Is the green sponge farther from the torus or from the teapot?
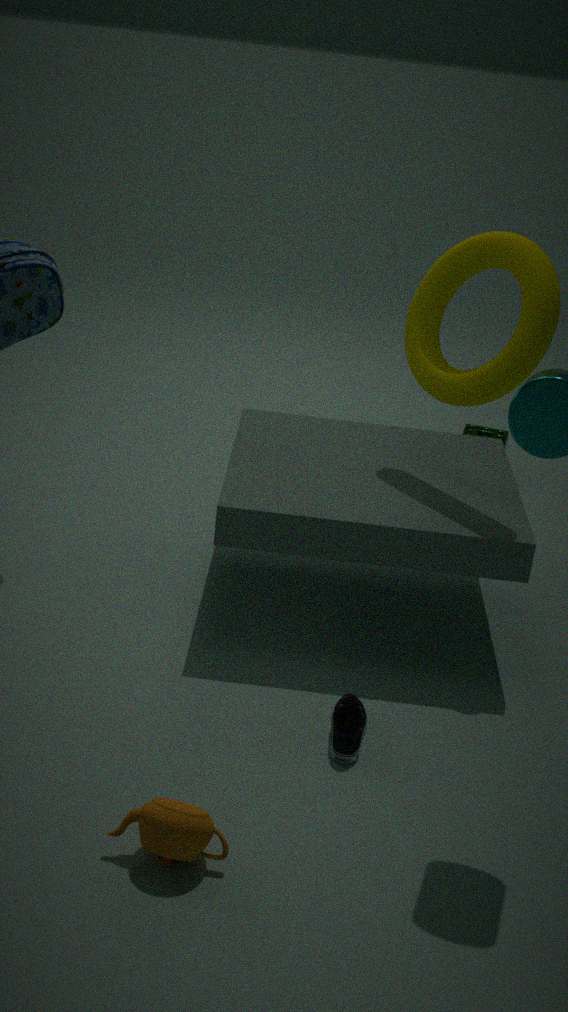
the teapot
